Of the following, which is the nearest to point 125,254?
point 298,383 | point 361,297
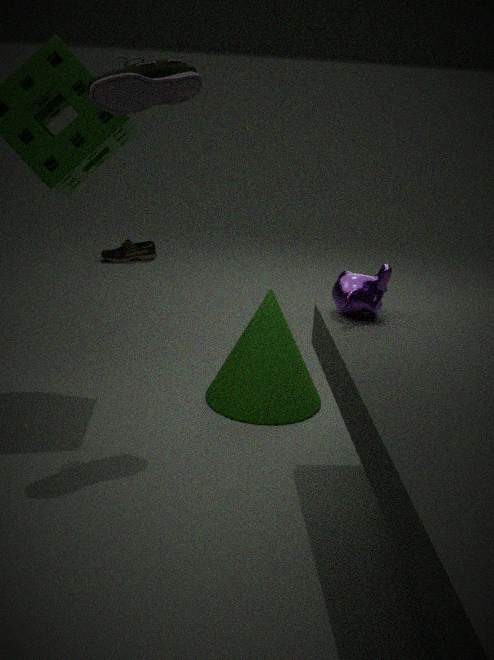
point 298,383
